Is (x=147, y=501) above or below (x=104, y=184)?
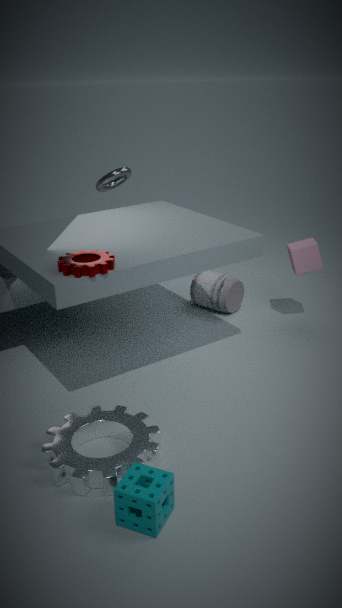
below
